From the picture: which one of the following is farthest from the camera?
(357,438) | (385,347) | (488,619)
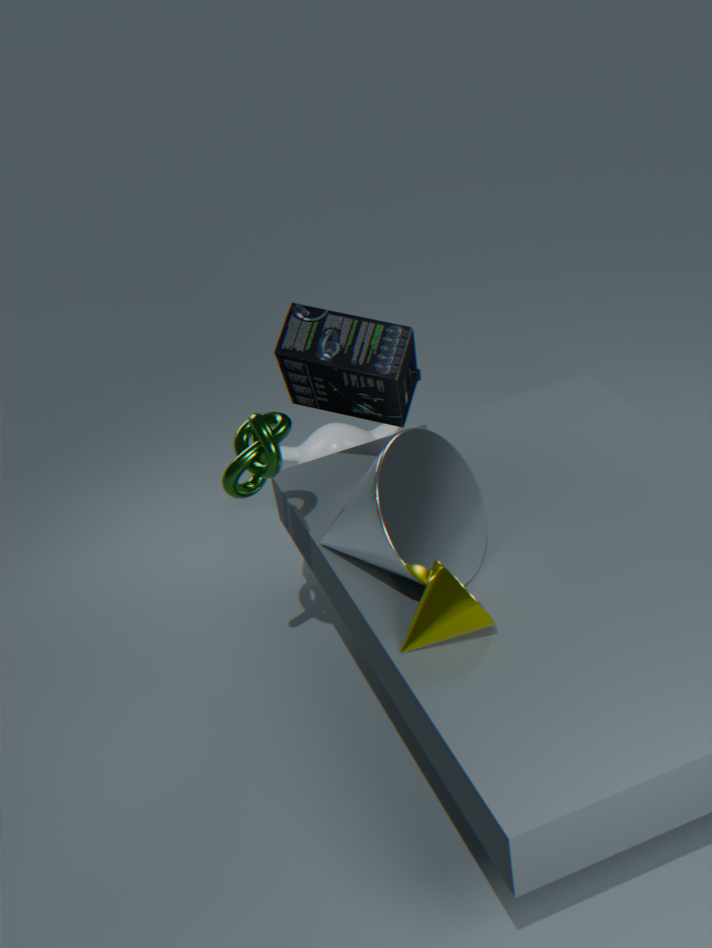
(357,438)
